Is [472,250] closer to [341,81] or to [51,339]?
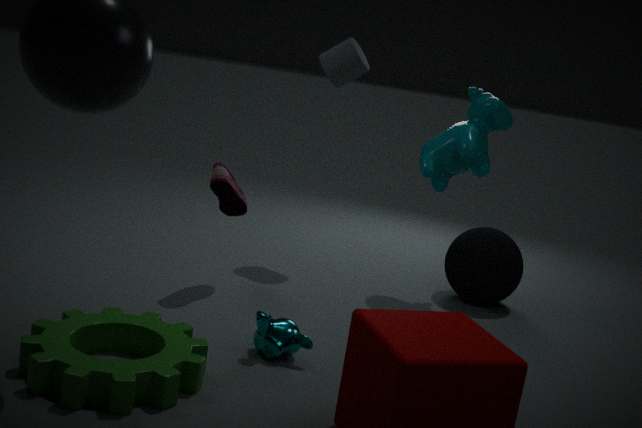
[341,81]
